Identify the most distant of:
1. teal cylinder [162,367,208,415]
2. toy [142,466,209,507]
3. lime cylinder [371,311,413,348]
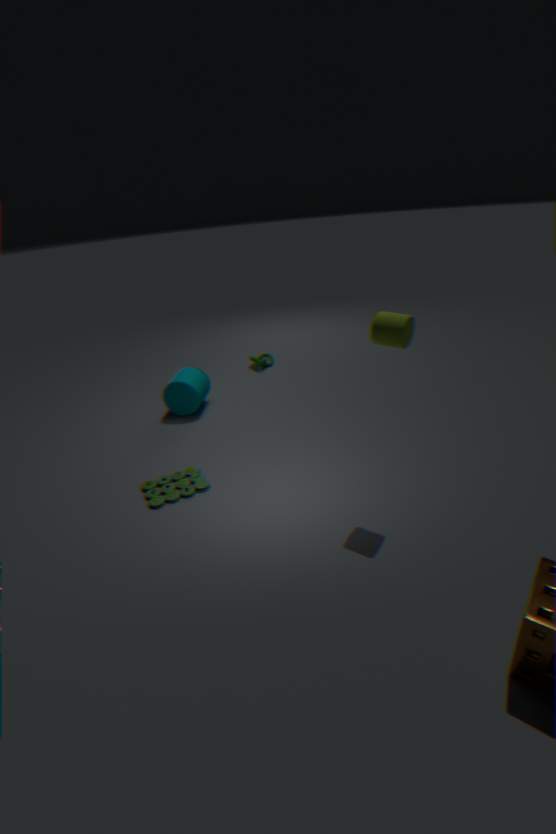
teal cylinder [162,367,208,415]
